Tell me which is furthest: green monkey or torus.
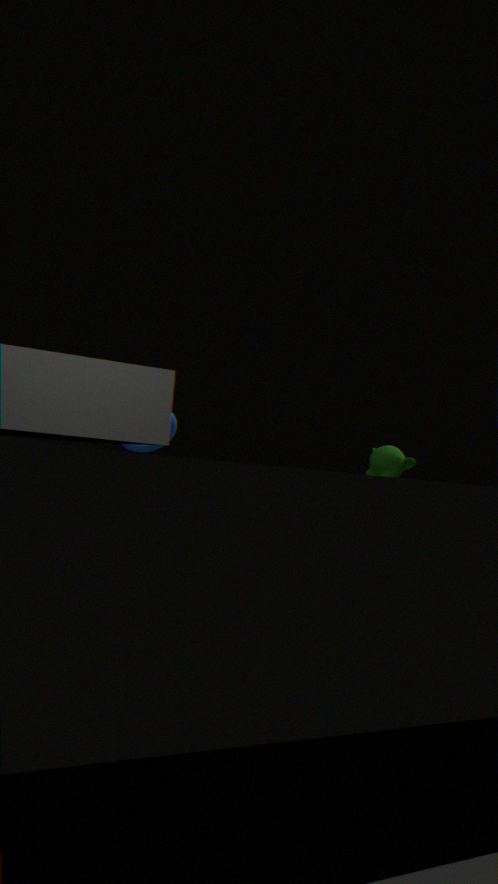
torus
